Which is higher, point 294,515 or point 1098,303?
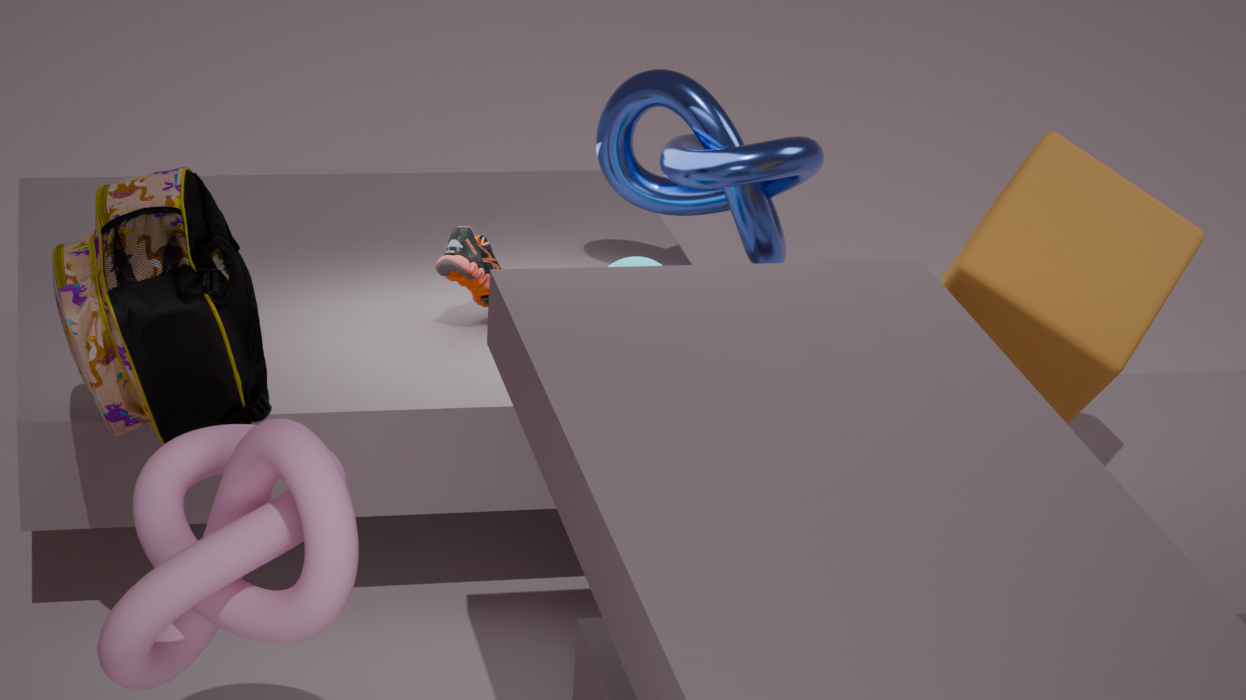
point 1098,303
